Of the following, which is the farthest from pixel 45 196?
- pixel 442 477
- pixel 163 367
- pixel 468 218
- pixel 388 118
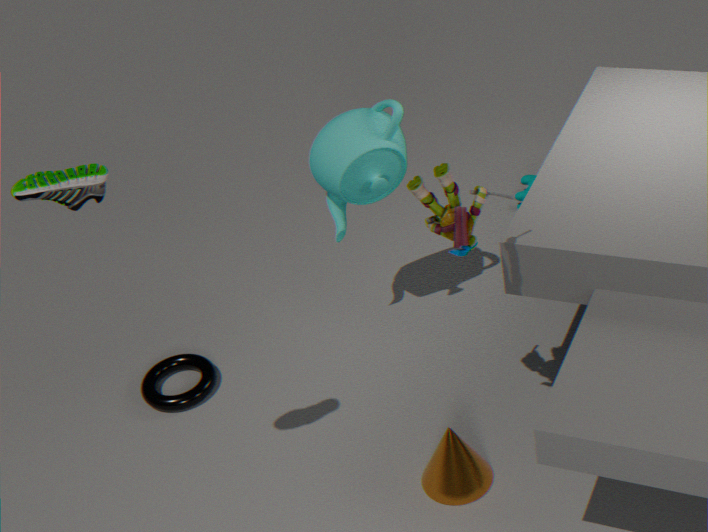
pixel 442 477
